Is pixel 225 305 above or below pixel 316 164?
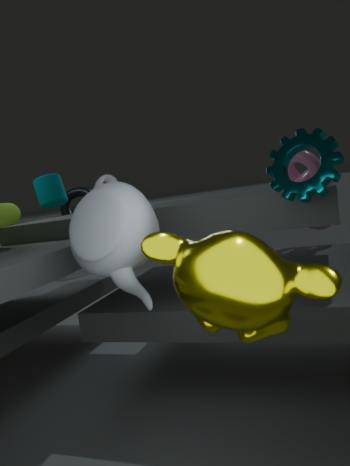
below
